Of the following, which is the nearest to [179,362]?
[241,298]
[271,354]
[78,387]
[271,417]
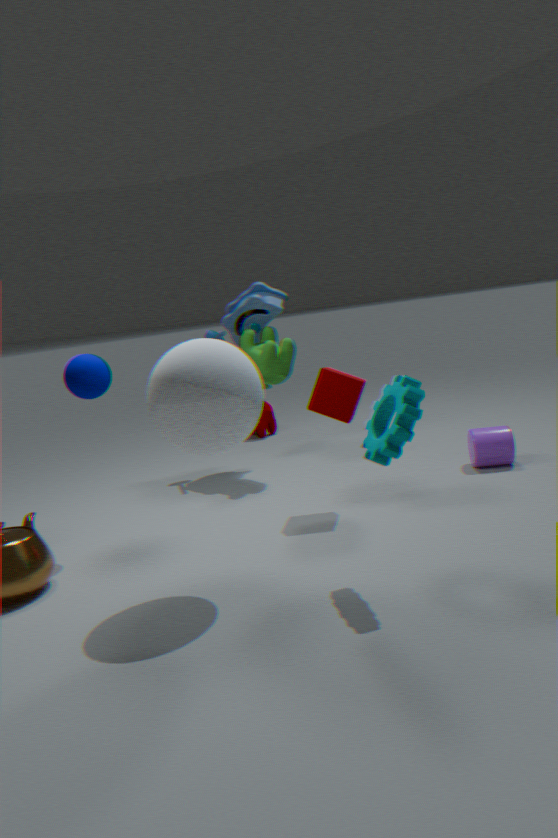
[78,387]
